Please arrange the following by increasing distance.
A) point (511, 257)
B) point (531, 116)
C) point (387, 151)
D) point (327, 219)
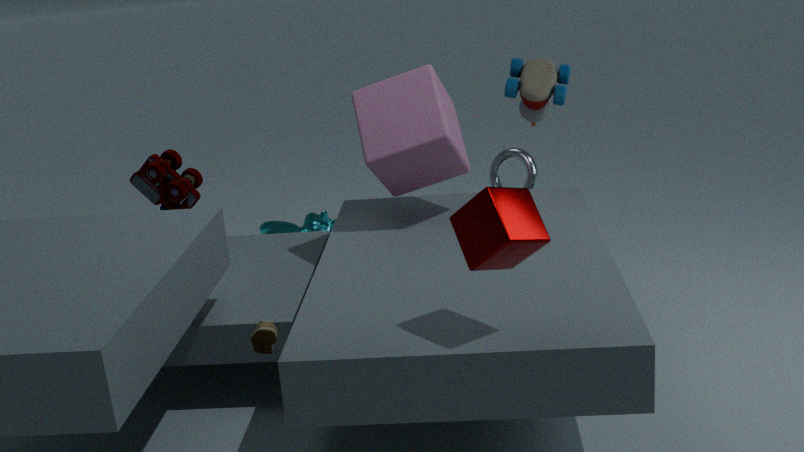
point (511, 257), point (387, 151), point (531, 116), point (327, 219)
